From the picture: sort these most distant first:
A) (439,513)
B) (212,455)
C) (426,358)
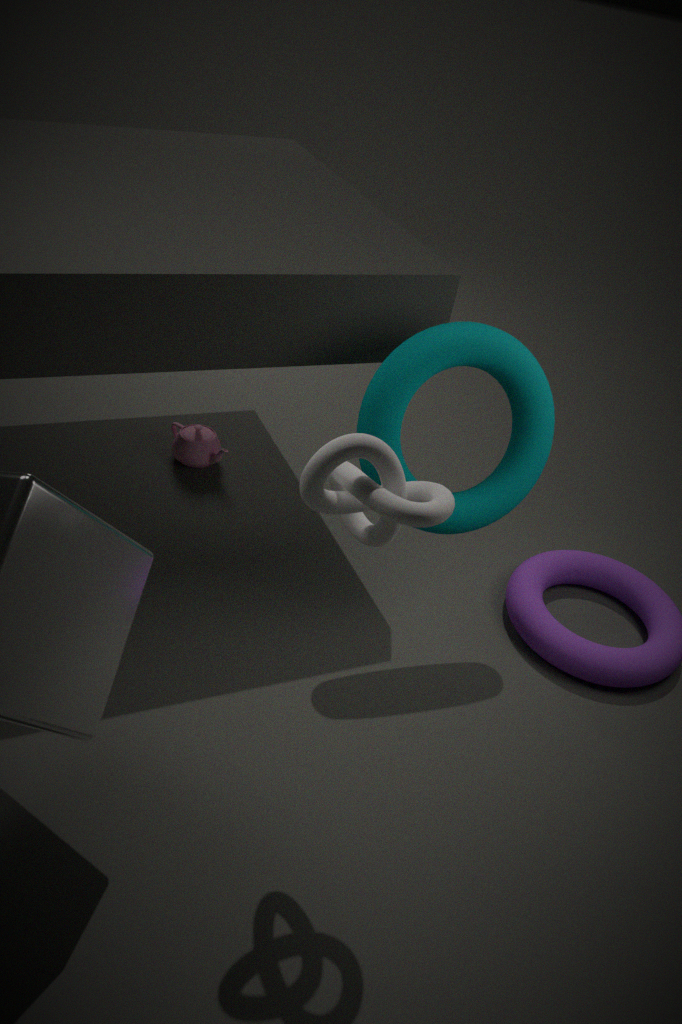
(212,455) < (426,358) < (439,513)
